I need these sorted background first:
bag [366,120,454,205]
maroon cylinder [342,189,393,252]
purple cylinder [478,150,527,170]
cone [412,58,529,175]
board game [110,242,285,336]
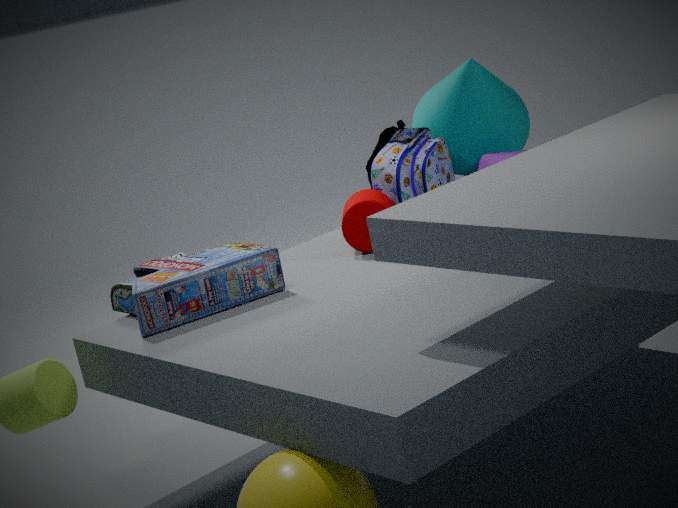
1. purple cylinder [478,150,527,170]
2. cone [412,58,529,175]
3. bag [366,120,454,205]
4. maroon cylinder [342,189,393,252]
5. board game [110,242,285,336]
